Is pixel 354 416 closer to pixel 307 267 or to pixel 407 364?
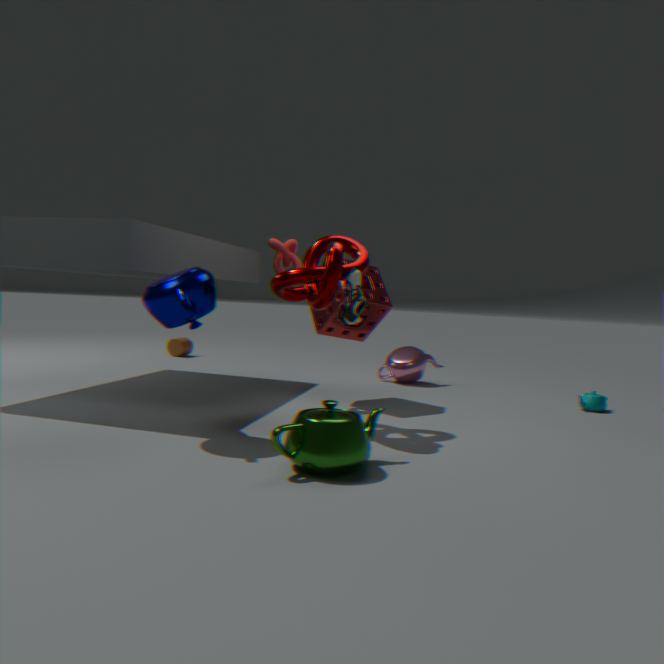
pixel 307 267
